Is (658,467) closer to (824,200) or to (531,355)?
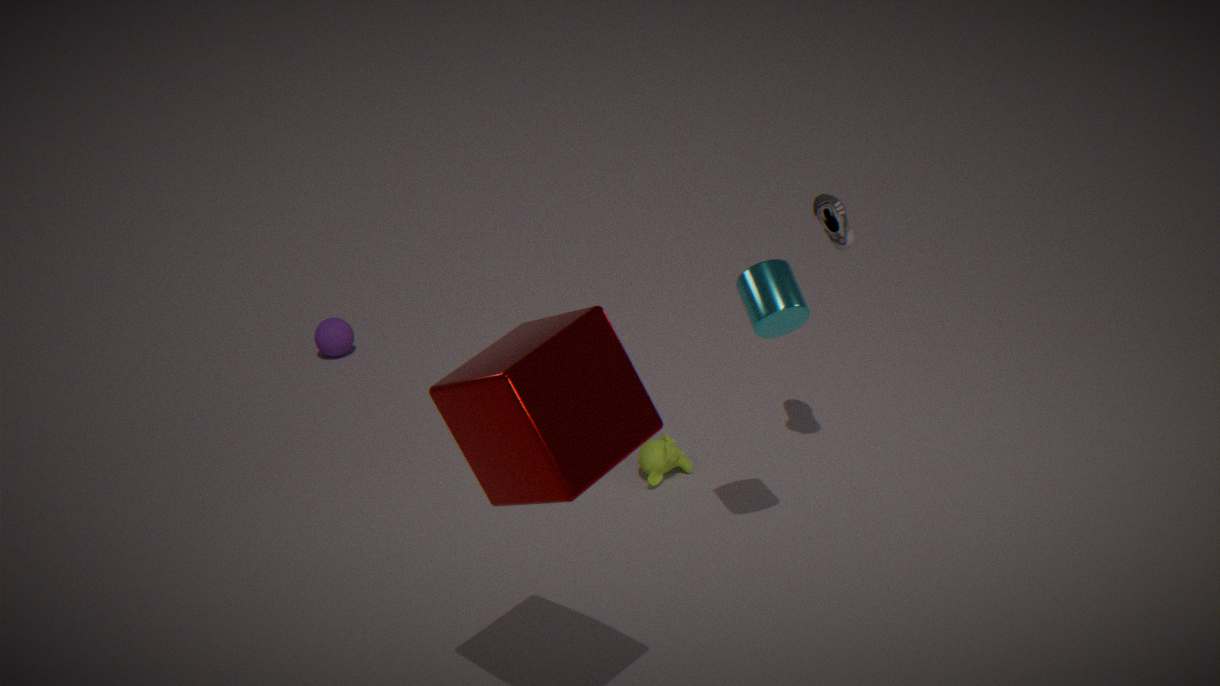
(824,200)
